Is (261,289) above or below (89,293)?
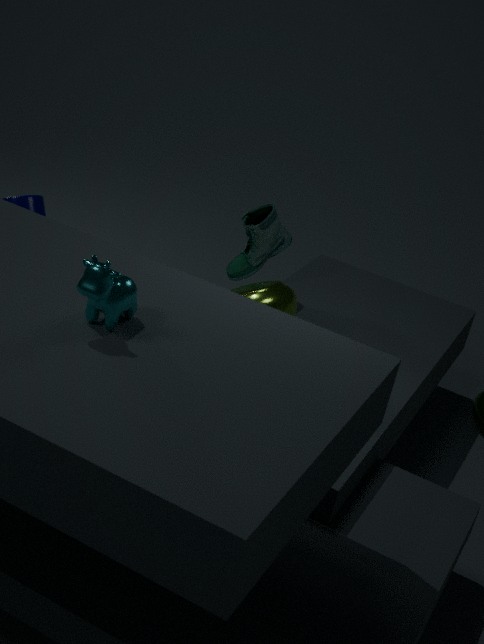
below
